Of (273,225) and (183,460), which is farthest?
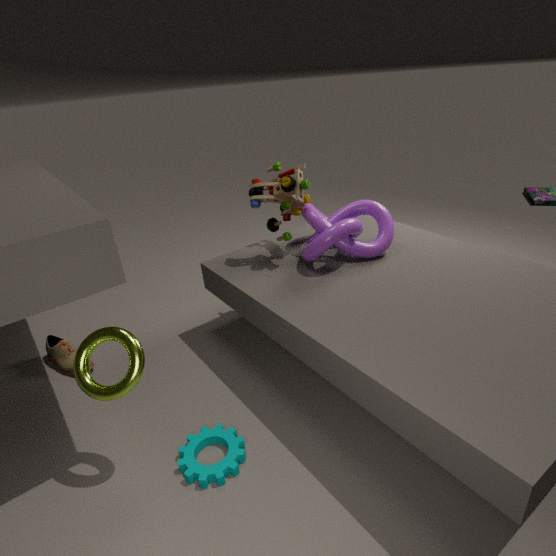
(273,225)
